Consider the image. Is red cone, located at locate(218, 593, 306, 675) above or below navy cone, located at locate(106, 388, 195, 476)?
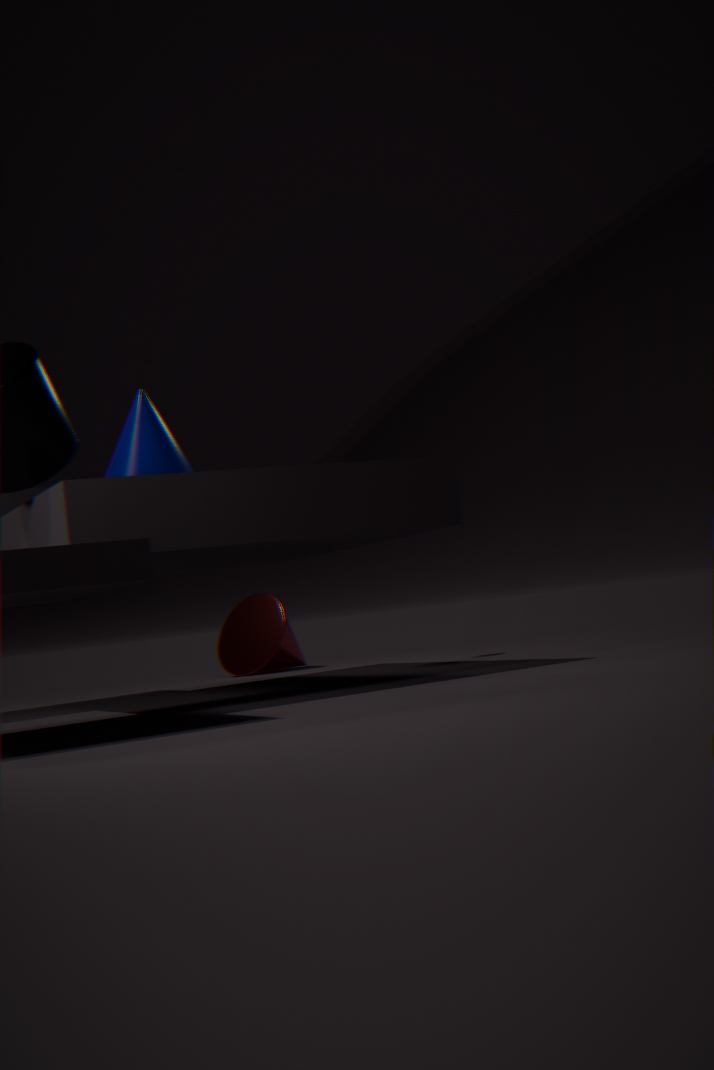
below
